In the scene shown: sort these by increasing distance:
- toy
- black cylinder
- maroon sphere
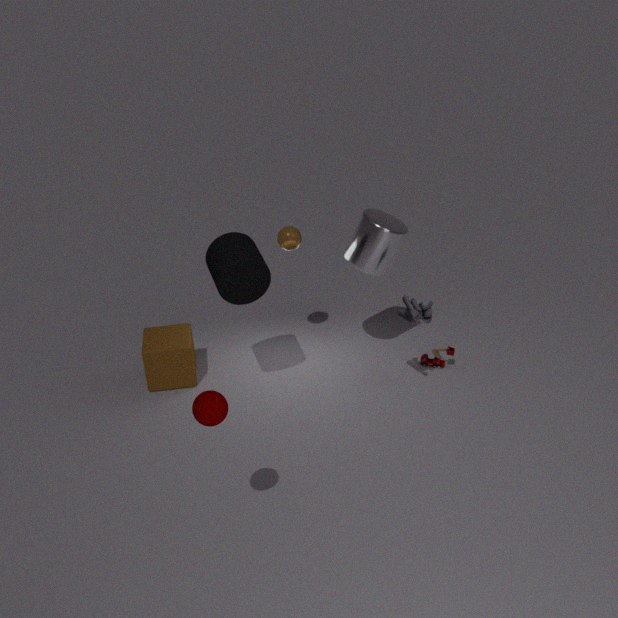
maroon sphere < black cylinder < toy
